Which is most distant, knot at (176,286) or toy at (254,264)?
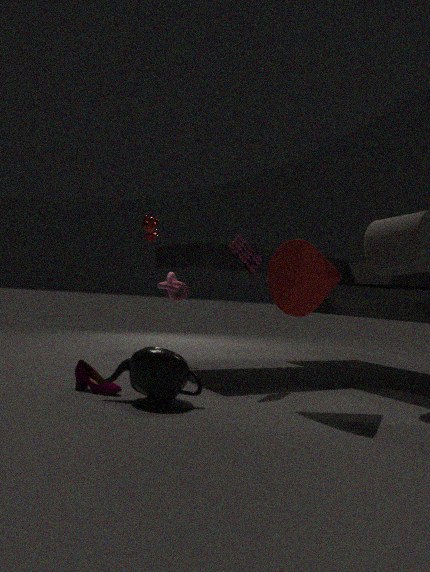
knot at (176,286)
